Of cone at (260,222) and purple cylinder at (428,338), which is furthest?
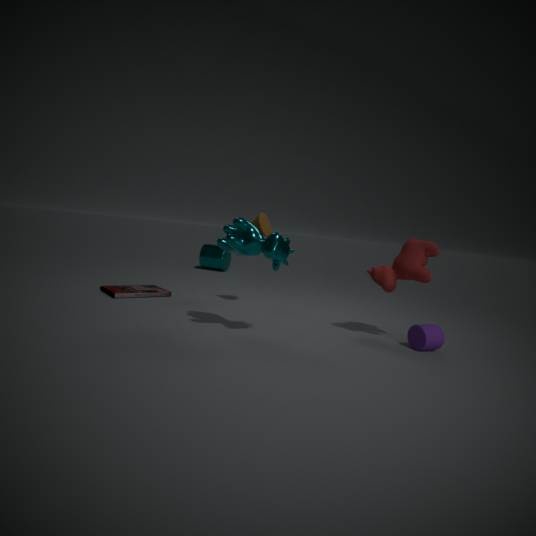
cone at (260,222)
